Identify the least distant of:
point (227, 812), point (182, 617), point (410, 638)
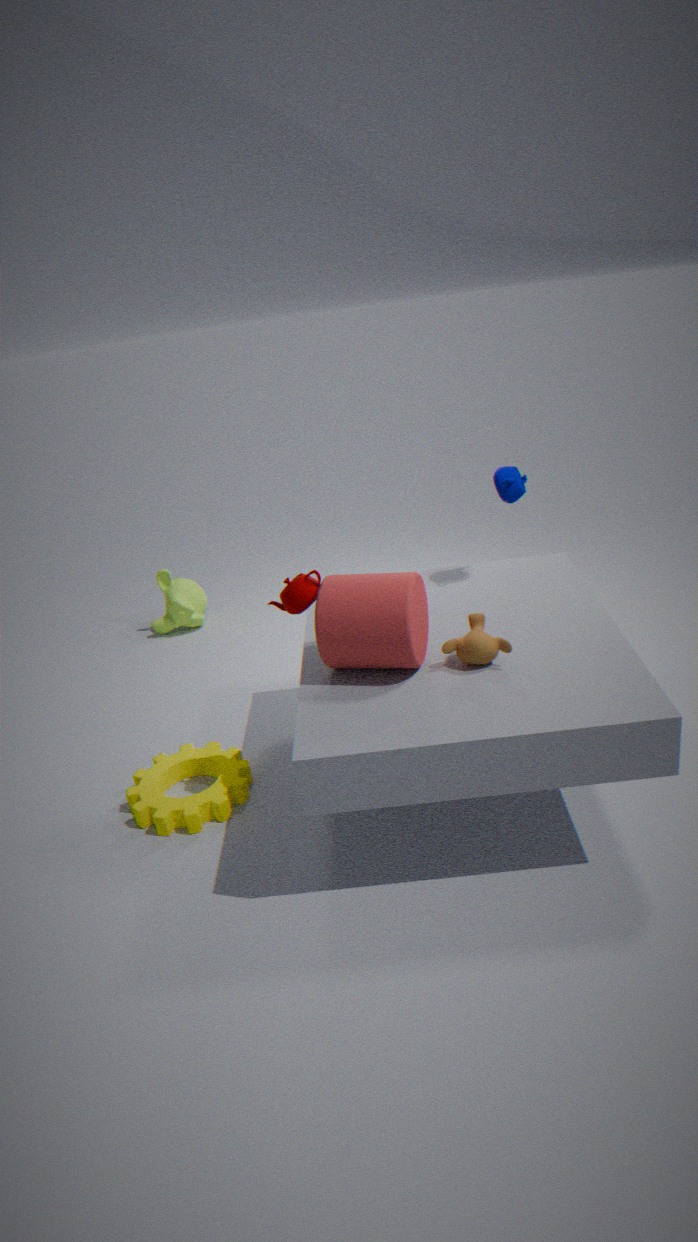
point (410, 638)
